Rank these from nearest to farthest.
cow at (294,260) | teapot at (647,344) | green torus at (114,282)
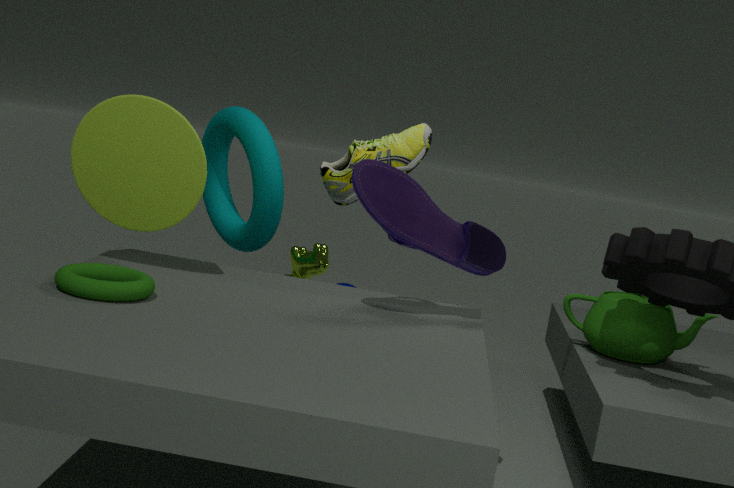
green torus at (114,282) → teapot at (647,344) → cow at (294,260)
